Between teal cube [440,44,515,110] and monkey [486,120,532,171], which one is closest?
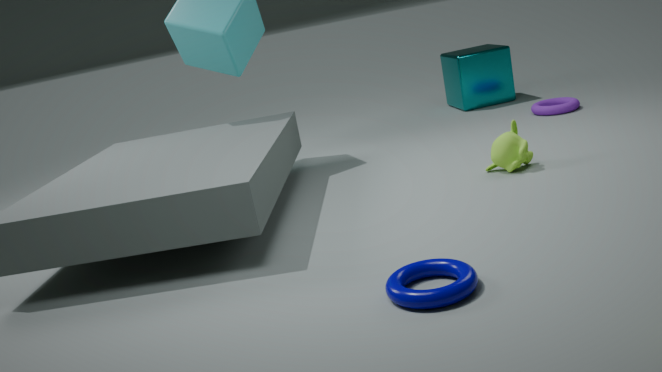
monkey [486,120,532,171]
